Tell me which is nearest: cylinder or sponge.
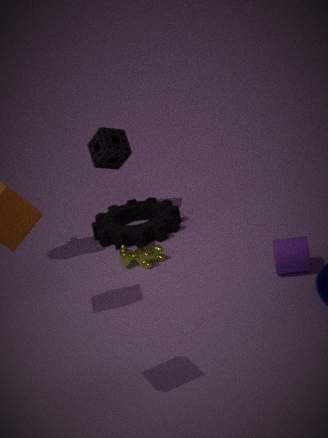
cylinder
